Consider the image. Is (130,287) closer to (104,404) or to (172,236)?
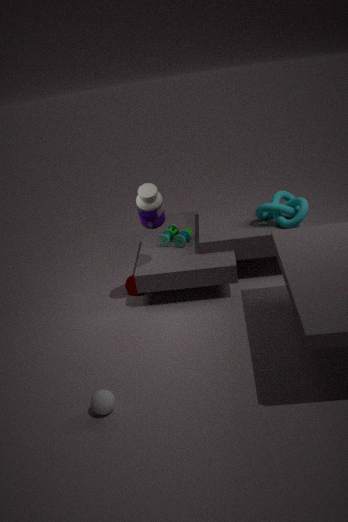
(172,236)
